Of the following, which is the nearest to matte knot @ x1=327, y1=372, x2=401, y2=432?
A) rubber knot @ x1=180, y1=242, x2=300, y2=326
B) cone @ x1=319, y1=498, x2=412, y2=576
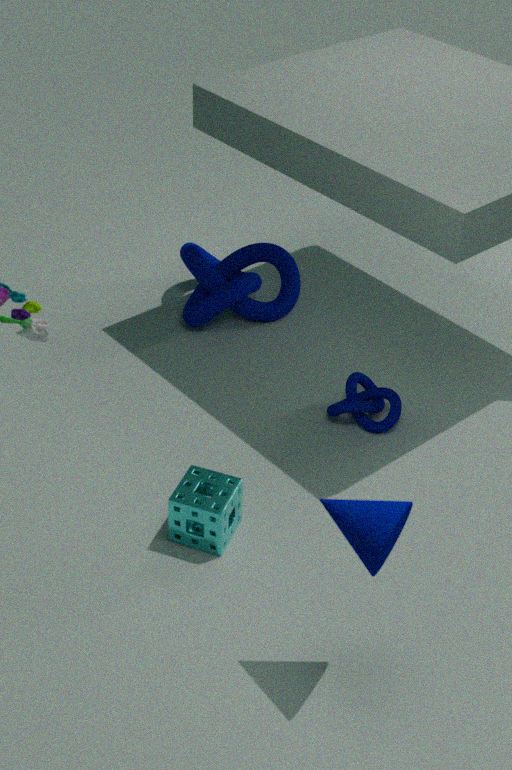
rubber knot @ x1=180, y1=242, x2=300, y2=326
